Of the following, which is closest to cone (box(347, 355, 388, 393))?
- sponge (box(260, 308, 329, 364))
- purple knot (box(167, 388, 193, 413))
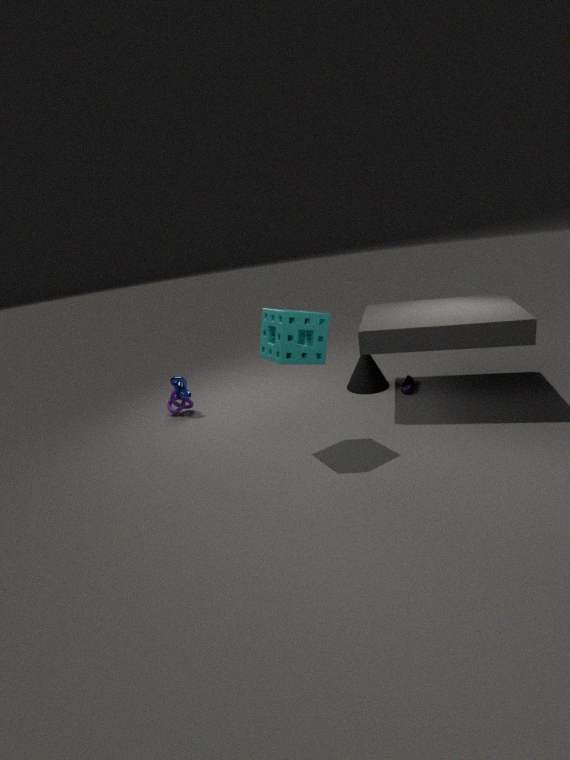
sponge (box(260, 308, 329, 364))
